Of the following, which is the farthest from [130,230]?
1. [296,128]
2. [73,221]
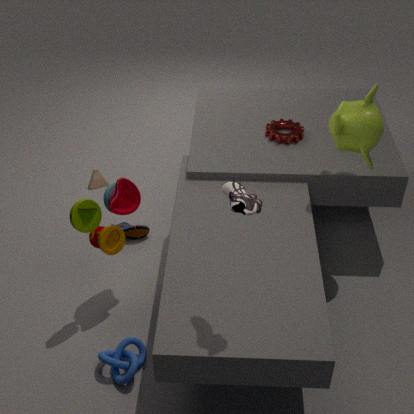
[296,128]
